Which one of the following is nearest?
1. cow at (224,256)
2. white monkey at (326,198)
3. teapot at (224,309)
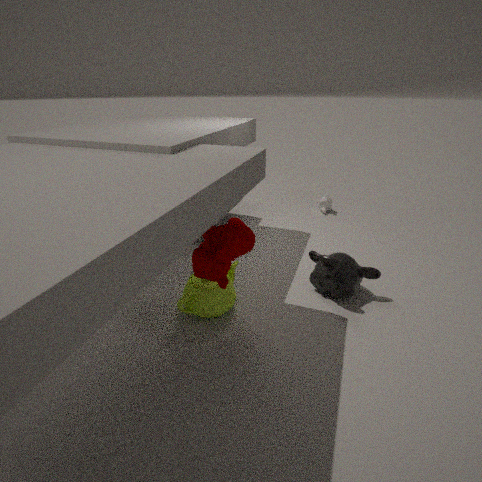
cow at (224,256)
